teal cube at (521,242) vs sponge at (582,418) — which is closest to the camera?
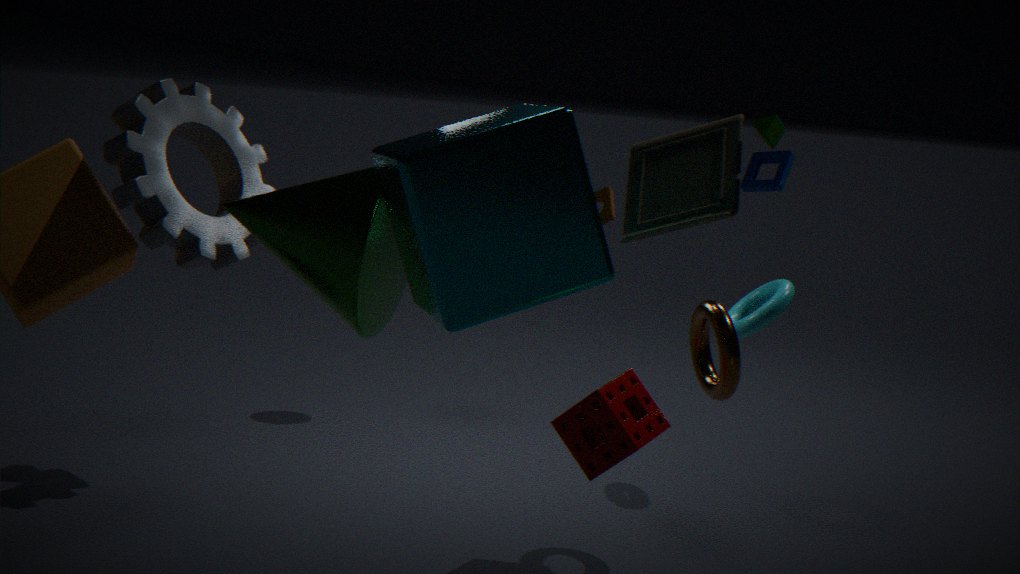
teal cube at (521,242)
